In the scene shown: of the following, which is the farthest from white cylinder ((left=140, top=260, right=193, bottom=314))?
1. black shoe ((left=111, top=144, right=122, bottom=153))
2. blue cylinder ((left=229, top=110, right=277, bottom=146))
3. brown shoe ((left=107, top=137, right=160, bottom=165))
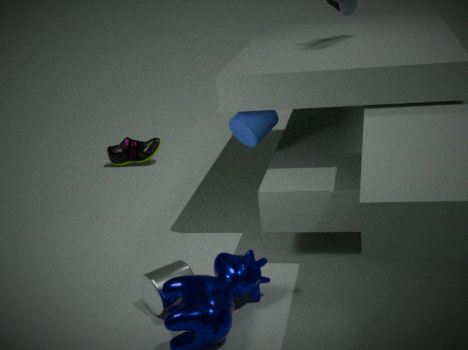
black shoe ((left=111, top=144, right=122, bottom=153))
